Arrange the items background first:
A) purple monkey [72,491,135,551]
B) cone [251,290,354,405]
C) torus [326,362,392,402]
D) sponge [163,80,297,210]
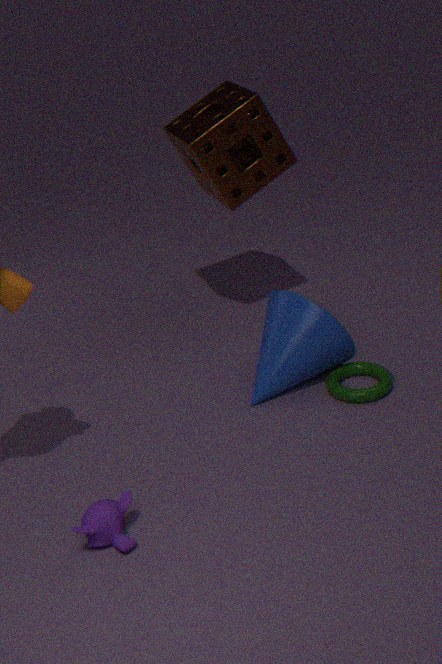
sponge [163,80,297,210], cone [251,290,354,405], torus [326,362,392,402], purple monkey [72,491,135,551]
